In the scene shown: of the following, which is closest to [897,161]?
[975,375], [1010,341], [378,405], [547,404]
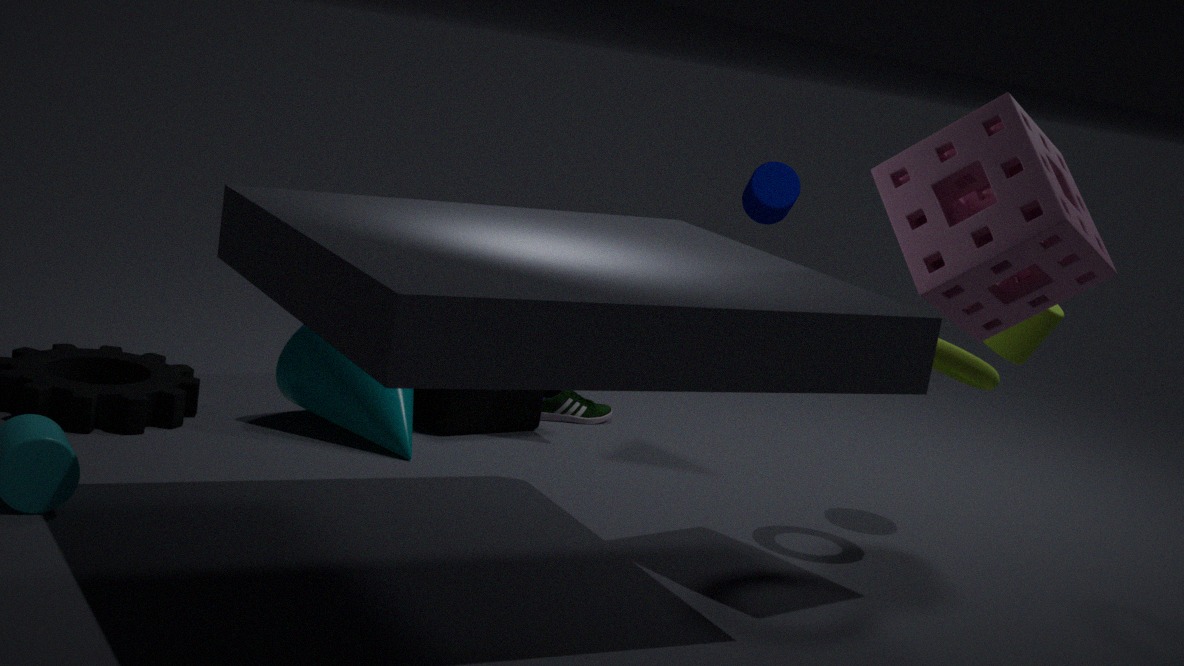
[975,375]
